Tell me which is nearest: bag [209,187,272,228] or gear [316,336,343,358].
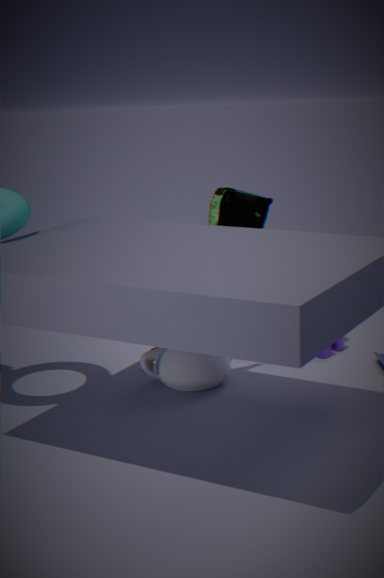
bag [209,187,272,228]
